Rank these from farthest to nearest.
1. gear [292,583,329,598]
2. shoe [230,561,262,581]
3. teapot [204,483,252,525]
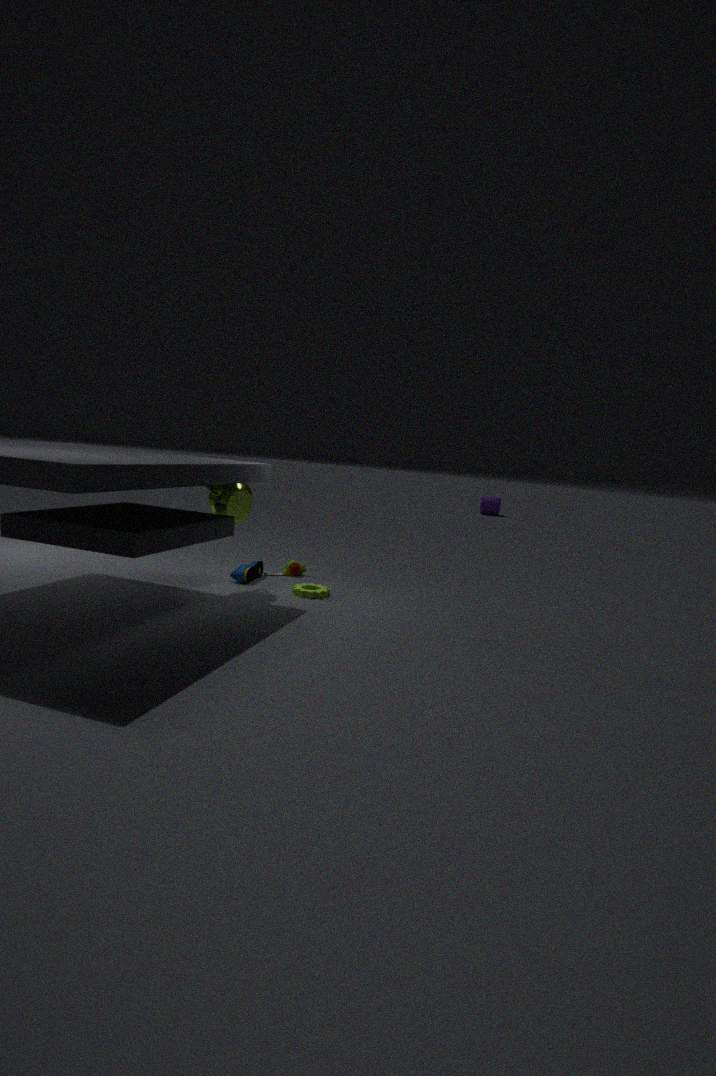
shoe [230,561,262,581] < gear [292,583,329,598] < teapot [204,483,252,525]
